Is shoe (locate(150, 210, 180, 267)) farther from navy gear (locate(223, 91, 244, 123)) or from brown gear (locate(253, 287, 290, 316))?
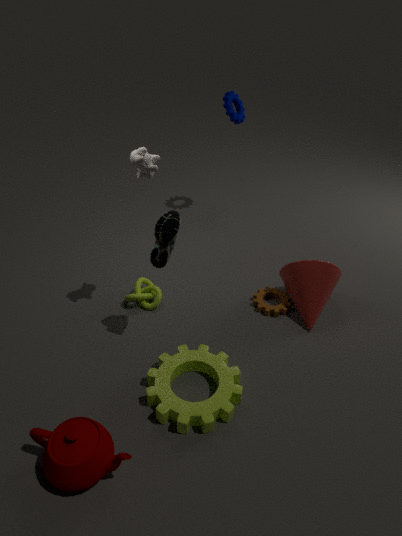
navy gear (locate(223, 91, 244, 123))
